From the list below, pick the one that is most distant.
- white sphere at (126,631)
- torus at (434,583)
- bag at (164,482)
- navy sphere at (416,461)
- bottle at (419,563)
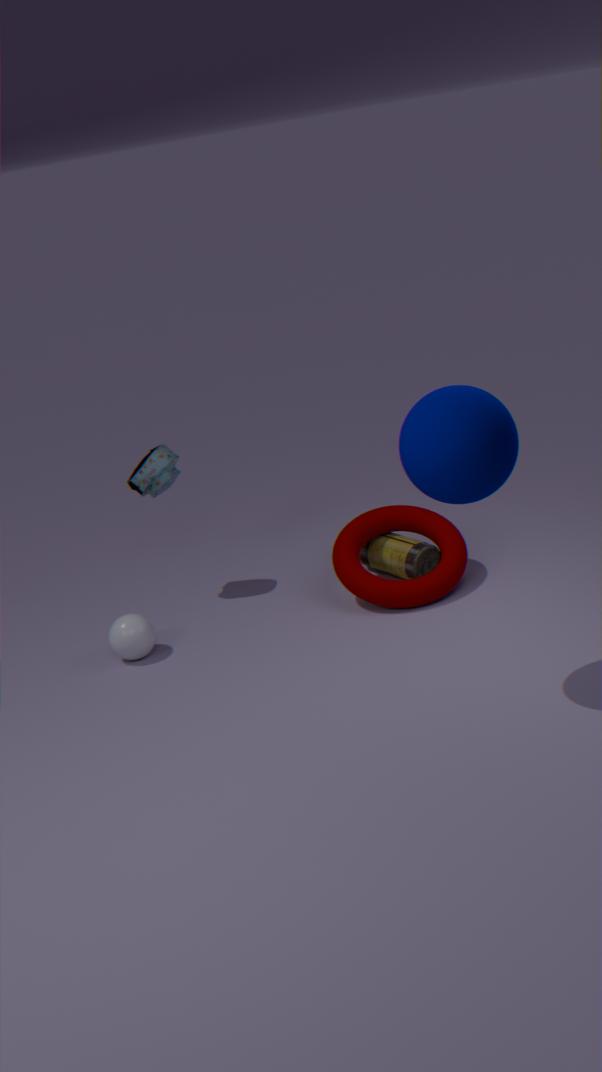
bag at (164,482)
